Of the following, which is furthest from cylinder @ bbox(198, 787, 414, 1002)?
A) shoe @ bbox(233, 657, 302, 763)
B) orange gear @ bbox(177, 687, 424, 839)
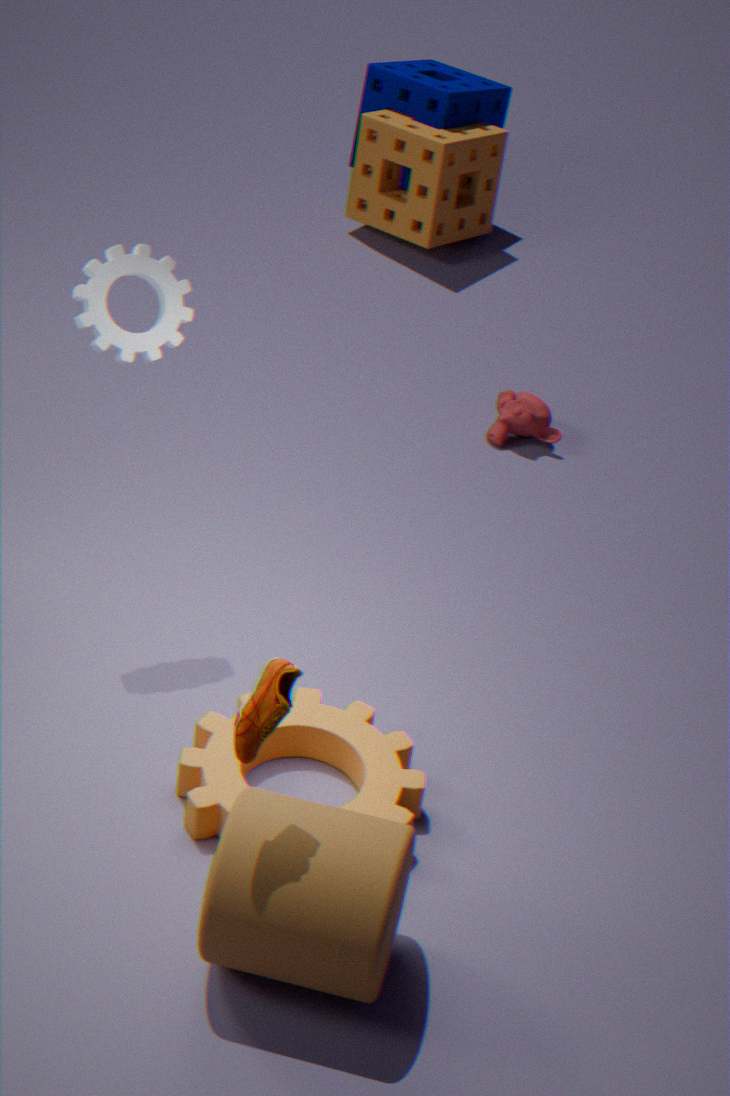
shoe @ bbox(233, 657, 302, 763)
